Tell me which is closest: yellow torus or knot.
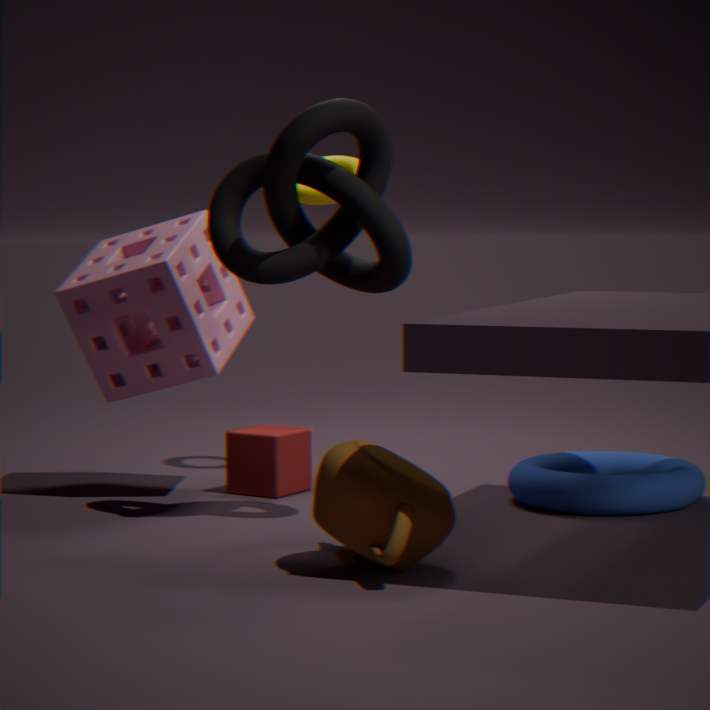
knot
